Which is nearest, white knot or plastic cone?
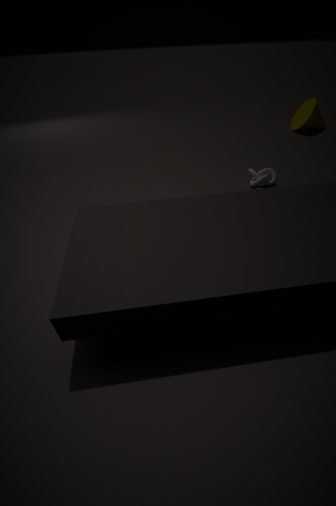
white knot
